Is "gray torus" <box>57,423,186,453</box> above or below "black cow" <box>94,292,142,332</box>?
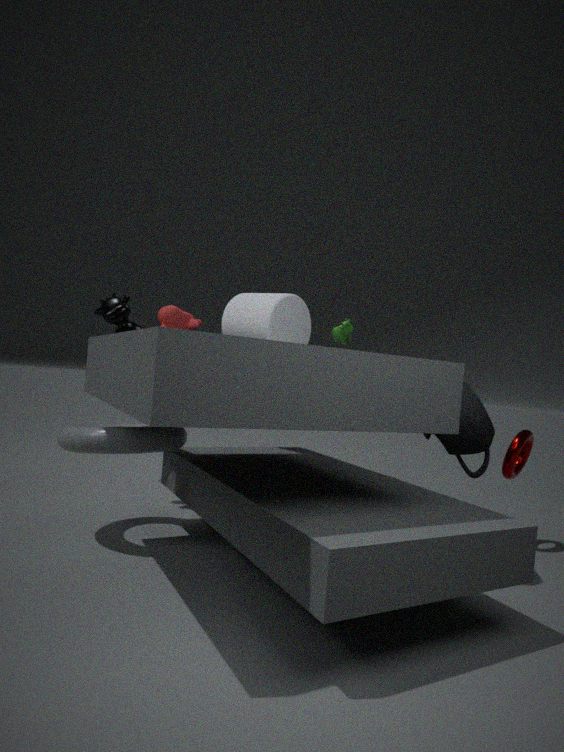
below
